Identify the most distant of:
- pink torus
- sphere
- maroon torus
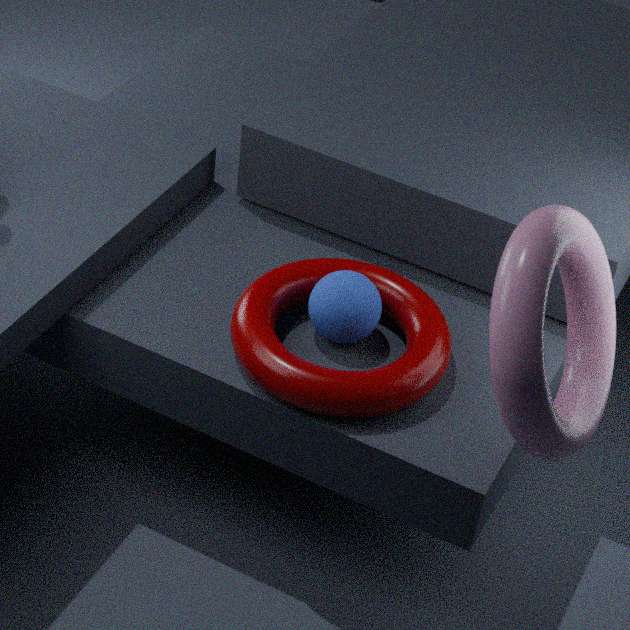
sphere
